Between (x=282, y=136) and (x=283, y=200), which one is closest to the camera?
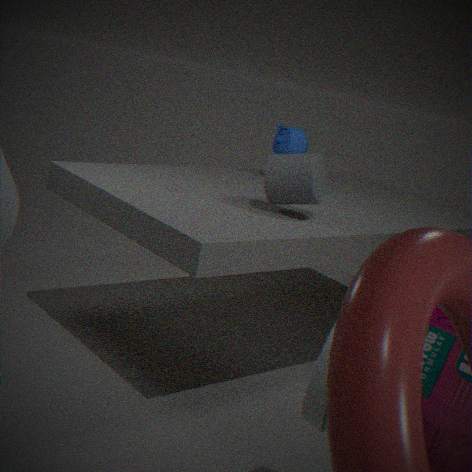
(x=283, y=200)
